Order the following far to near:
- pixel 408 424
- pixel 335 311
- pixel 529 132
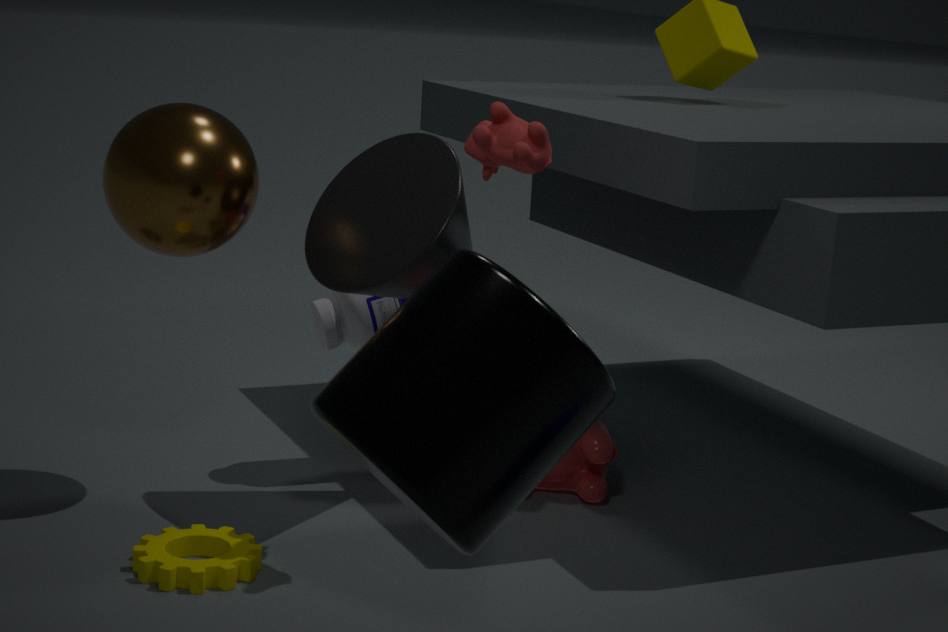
pixel 335 311, pixel 529 132, pixel 408 424
